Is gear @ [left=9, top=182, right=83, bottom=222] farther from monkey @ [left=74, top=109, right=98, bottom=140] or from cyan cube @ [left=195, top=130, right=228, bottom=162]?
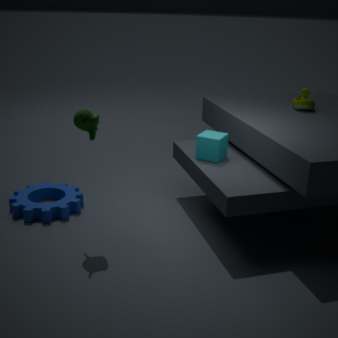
A: cyan cube @ [left=195, top=130, right=228, bottom=162]
